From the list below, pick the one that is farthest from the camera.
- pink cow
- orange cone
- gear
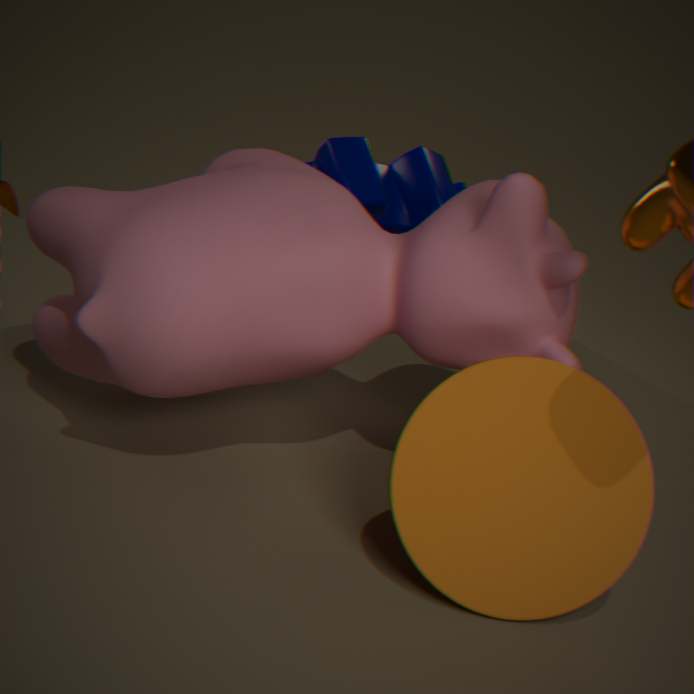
gear
